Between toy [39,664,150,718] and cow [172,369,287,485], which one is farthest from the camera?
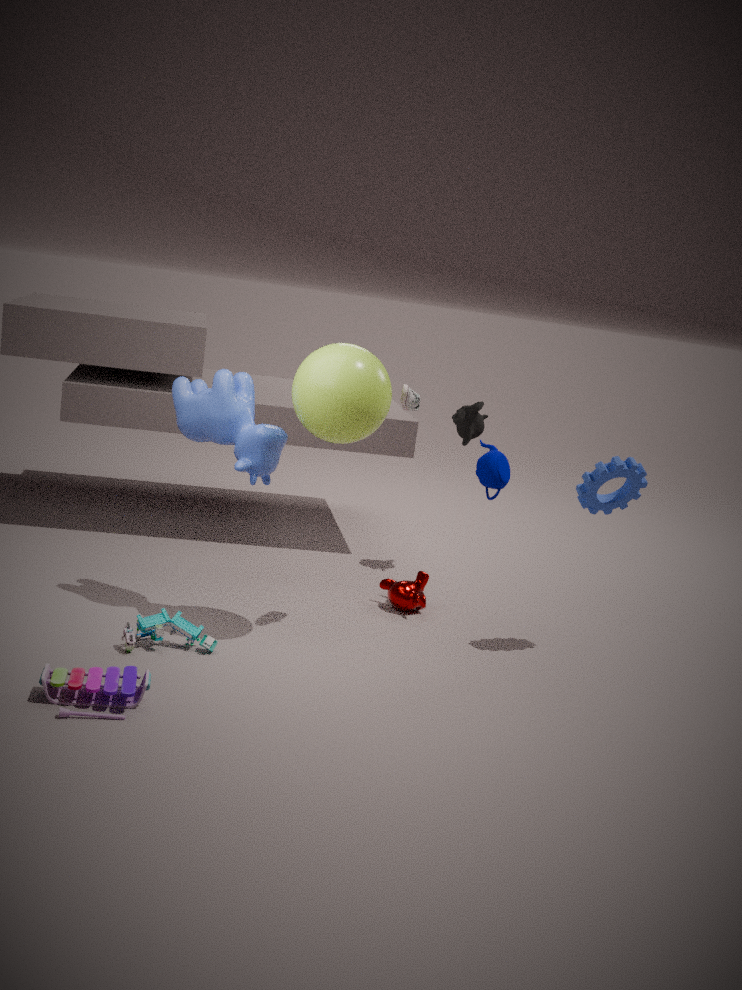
cow [172,369,287,485]
